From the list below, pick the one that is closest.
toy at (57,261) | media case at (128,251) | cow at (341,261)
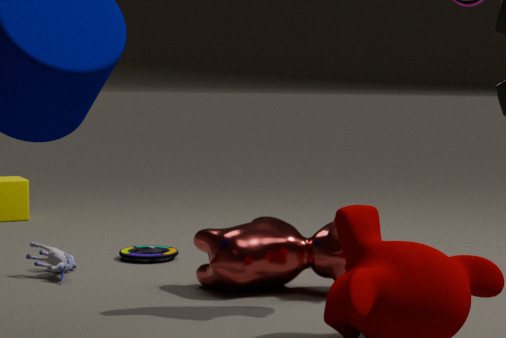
cow at (341,261)
